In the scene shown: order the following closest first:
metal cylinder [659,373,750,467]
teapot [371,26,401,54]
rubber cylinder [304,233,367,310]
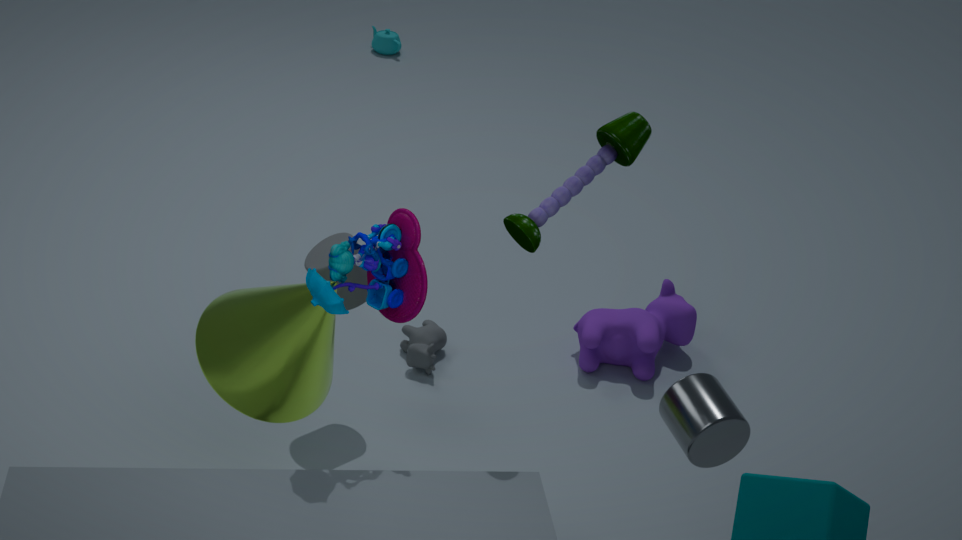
metal cylinder [659,373,750,467] < rubber cylinder [304,233,367,310] < teapot [371,26,401,54]
